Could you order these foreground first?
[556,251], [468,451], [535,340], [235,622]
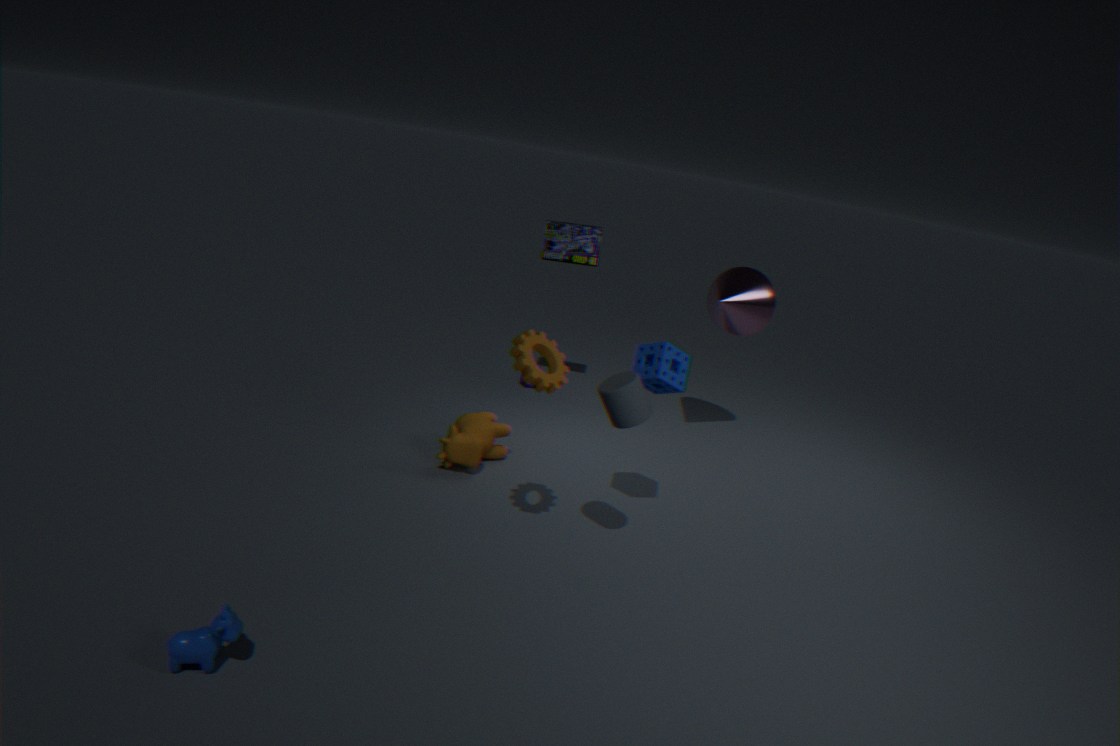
1. [235,622]
2. [535,340]
3. [468,451]
4. [556,251]
